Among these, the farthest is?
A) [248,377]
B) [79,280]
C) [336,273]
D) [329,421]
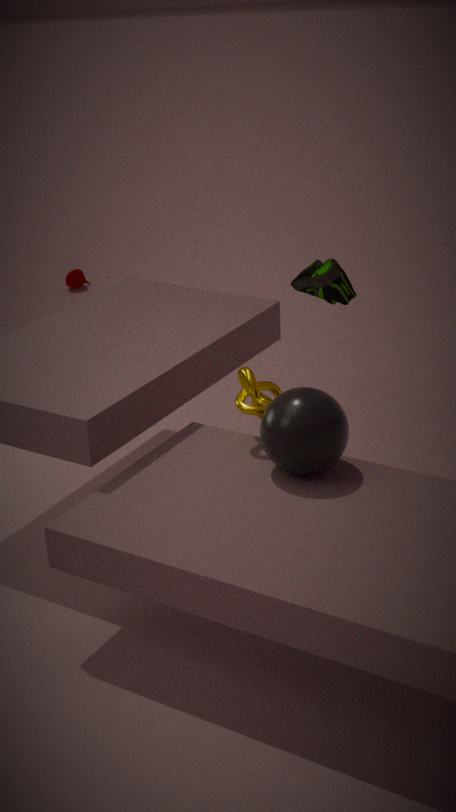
[79,280]
